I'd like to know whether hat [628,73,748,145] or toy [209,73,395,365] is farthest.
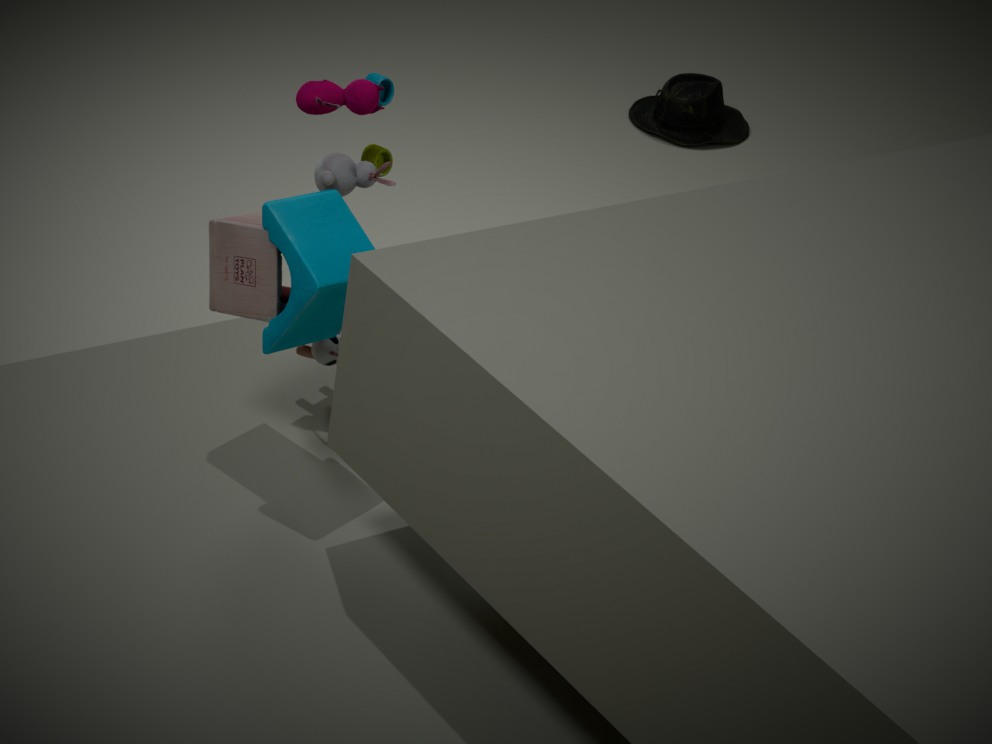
hat [628,73,748,145]
